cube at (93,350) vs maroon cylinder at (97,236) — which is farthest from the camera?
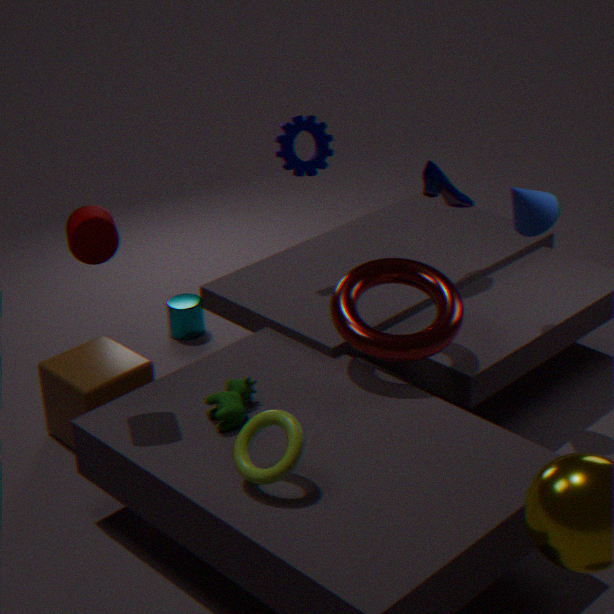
cube at (93,350)
